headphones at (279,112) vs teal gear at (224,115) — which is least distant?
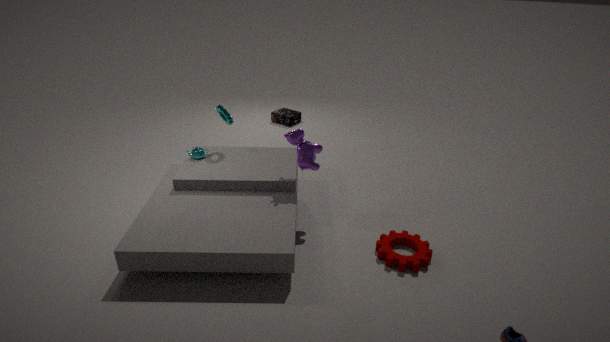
teal gear at (224,115)
